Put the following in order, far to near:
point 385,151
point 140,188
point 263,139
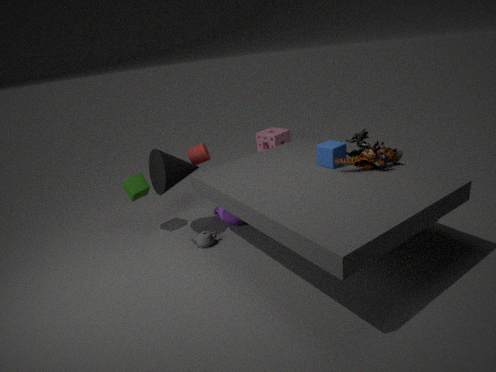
point 263,139, point 140,188, point 385,151
